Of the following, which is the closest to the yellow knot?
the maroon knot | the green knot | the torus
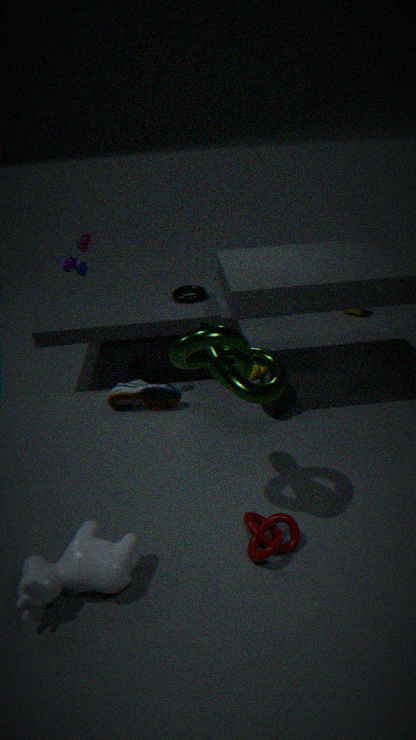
the torus
